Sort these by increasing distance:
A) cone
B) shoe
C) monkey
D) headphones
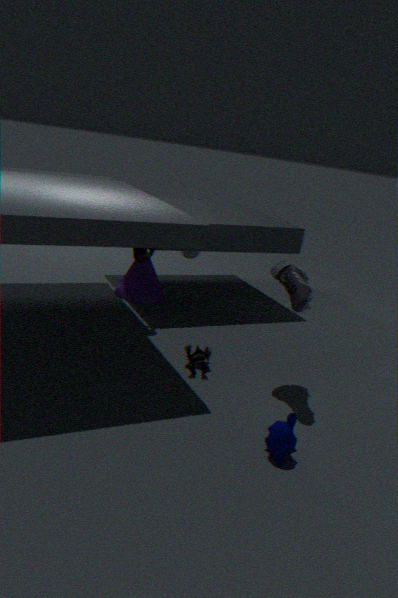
monkey
shoe
headphones
cone
